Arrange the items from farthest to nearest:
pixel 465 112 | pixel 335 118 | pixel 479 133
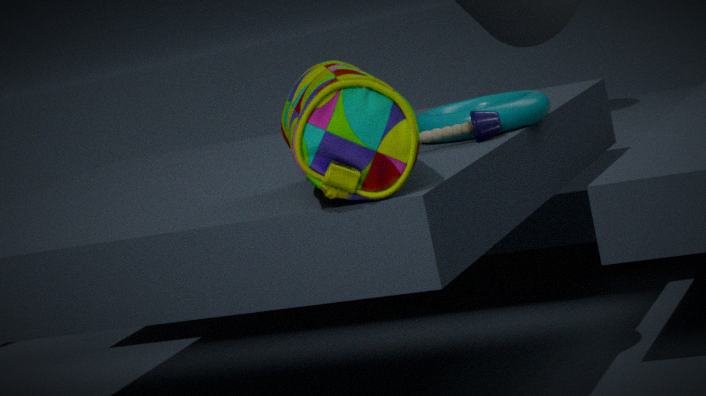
pixel 465 112, pixel 479 133, pixel 335 118
